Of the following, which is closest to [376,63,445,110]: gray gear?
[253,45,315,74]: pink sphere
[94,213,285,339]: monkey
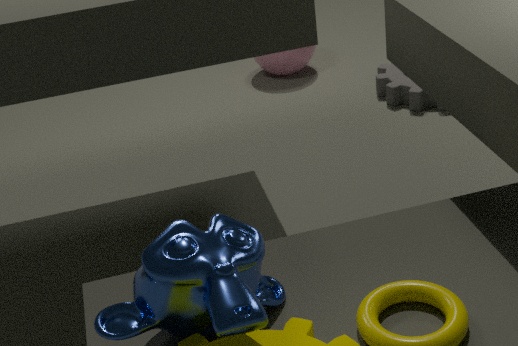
[253,45,315,74]: pink sphere
